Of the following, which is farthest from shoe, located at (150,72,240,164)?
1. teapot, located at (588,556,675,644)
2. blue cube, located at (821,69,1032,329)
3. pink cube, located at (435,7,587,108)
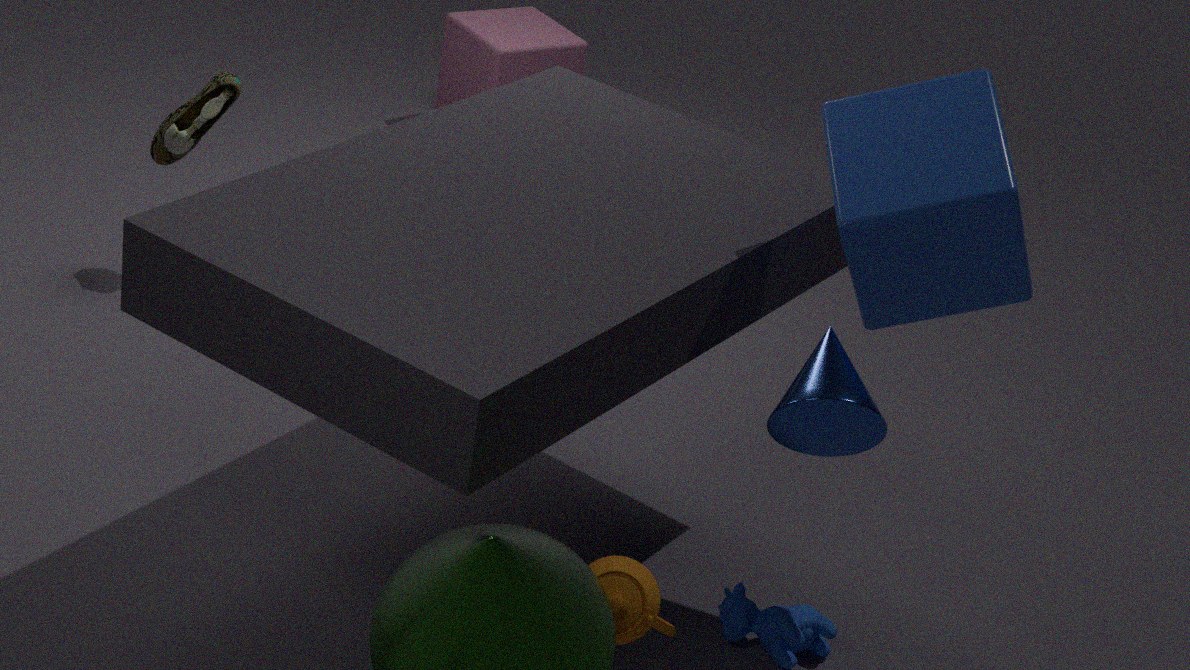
teapot, located at (588,556,675,644)
